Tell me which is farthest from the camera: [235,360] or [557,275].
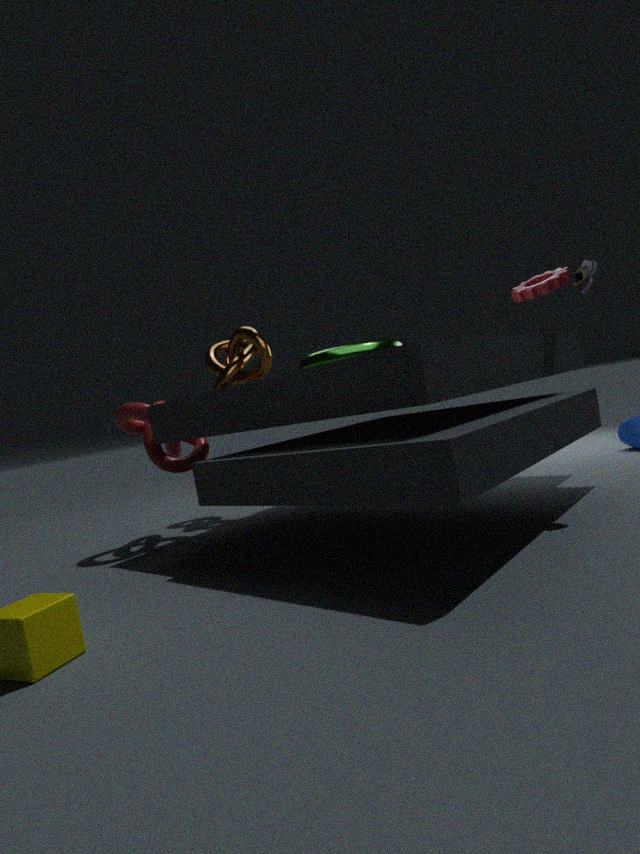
[235,360]
